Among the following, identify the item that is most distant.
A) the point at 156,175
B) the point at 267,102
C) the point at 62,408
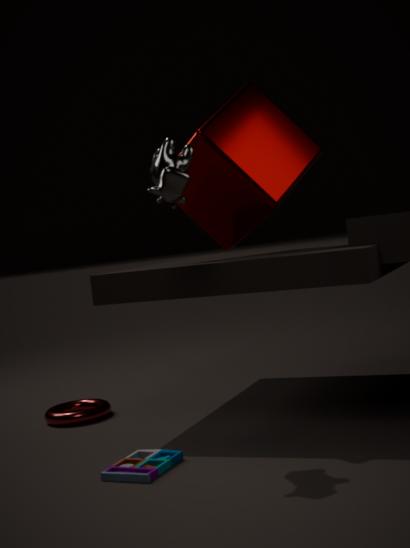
the point at 62,408
